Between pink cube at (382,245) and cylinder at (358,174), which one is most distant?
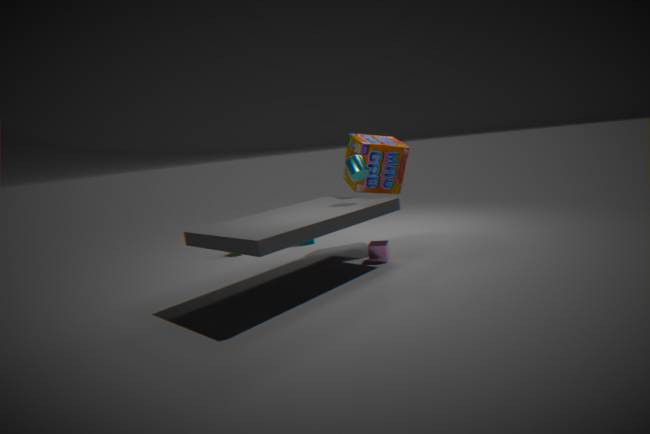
pink cube at (382,245)
